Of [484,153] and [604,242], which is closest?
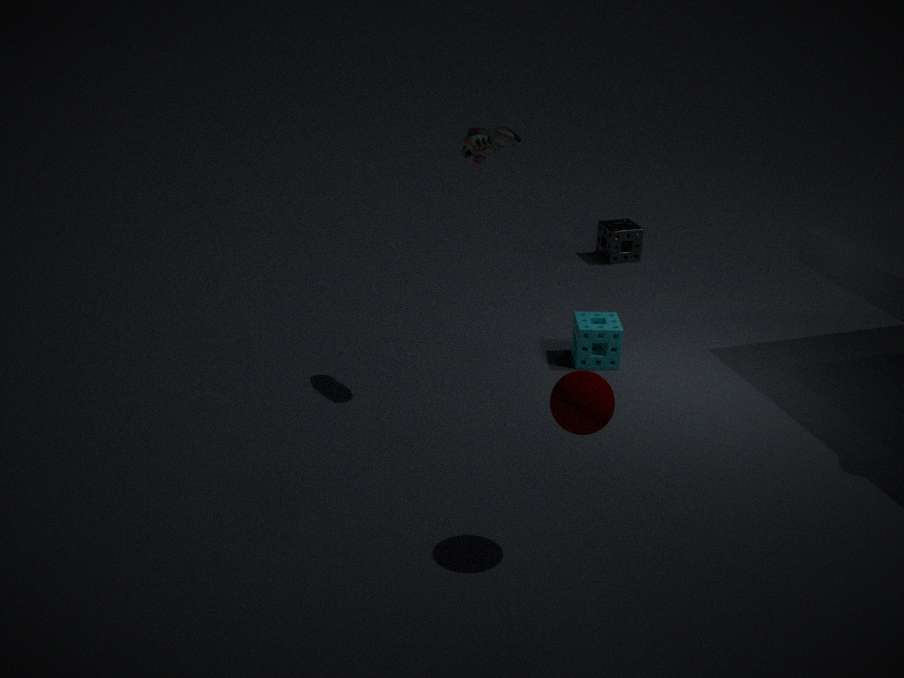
[484,153]
